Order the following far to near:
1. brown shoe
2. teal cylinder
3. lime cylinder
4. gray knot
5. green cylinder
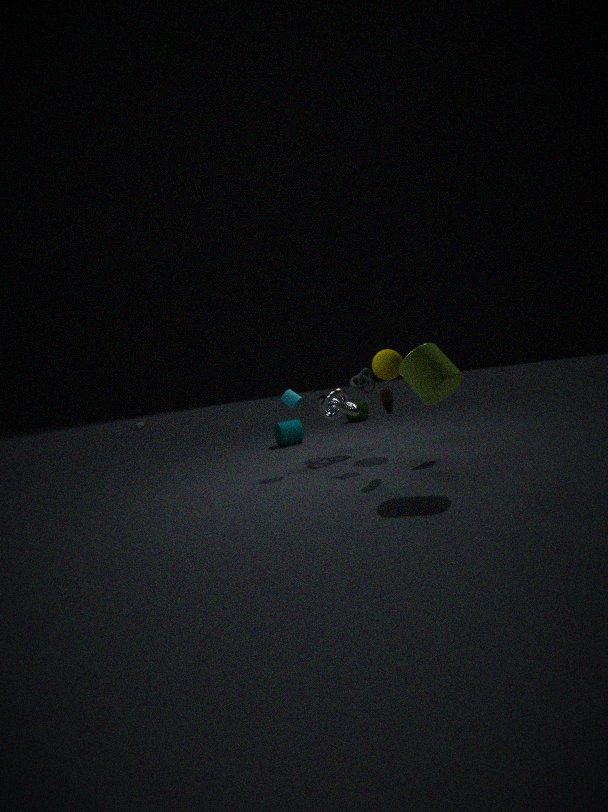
green cylinder → teal cylinder → gray knot → brown shoe → lime cylinder
